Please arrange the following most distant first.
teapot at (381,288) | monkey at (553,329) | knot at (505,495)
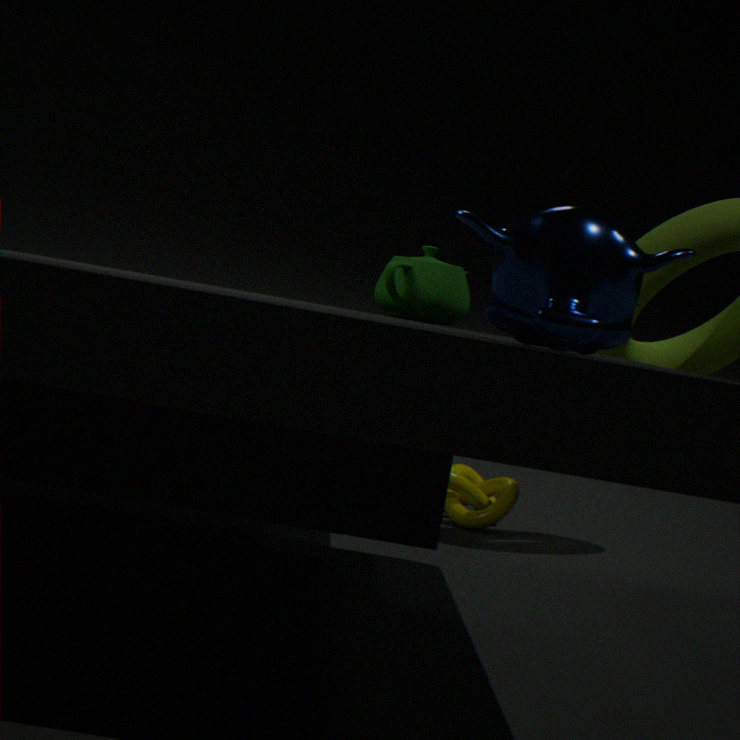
knot at (505,495)
teapot at (381,288)
monkey at (553,329)
